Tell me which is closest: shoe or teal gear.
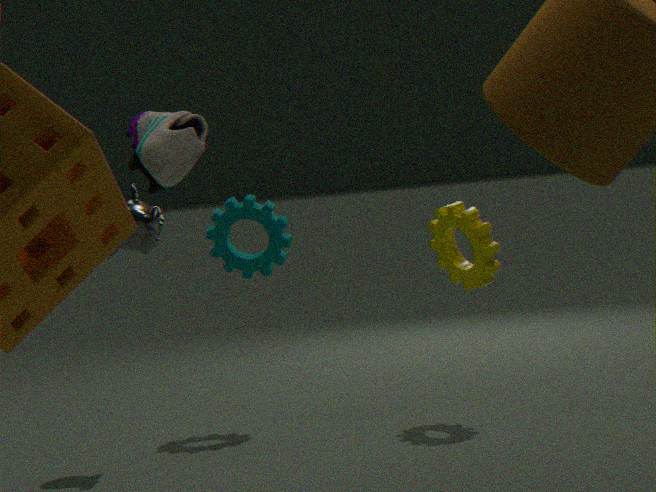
shoe
